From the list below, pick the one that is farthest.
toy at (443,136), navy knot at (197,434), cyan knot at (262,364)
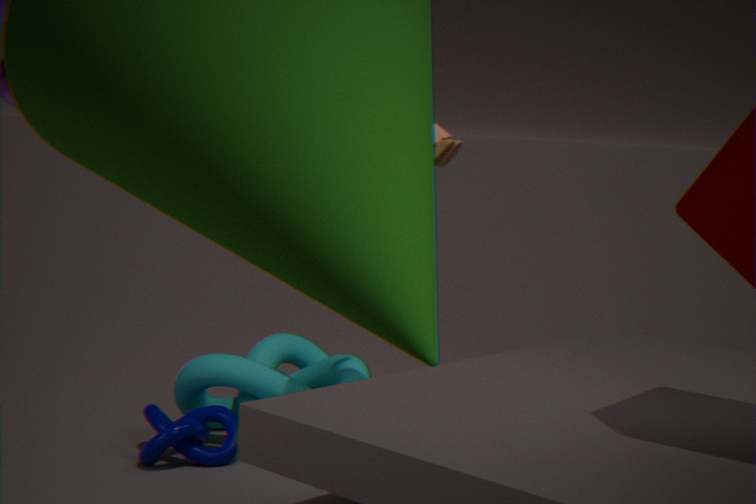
cyan knot at (262,364)
